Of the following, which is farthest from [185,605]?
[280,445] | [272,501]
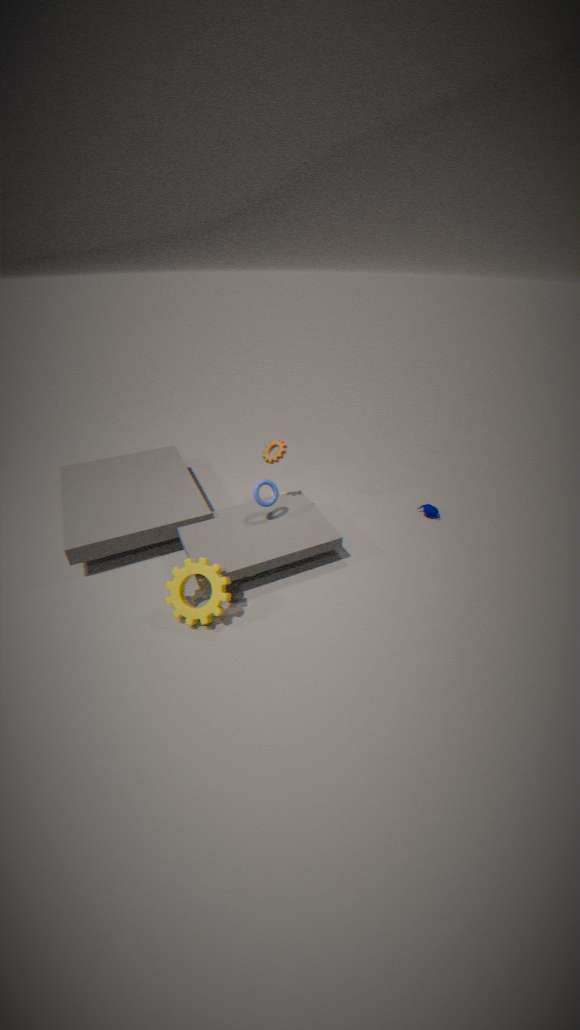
[280,445]
